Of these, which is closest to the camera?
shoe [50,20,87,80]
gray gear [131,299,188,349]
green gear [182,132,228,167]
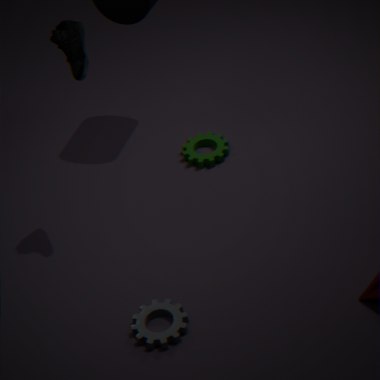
gray gear [131,299,188,349]
